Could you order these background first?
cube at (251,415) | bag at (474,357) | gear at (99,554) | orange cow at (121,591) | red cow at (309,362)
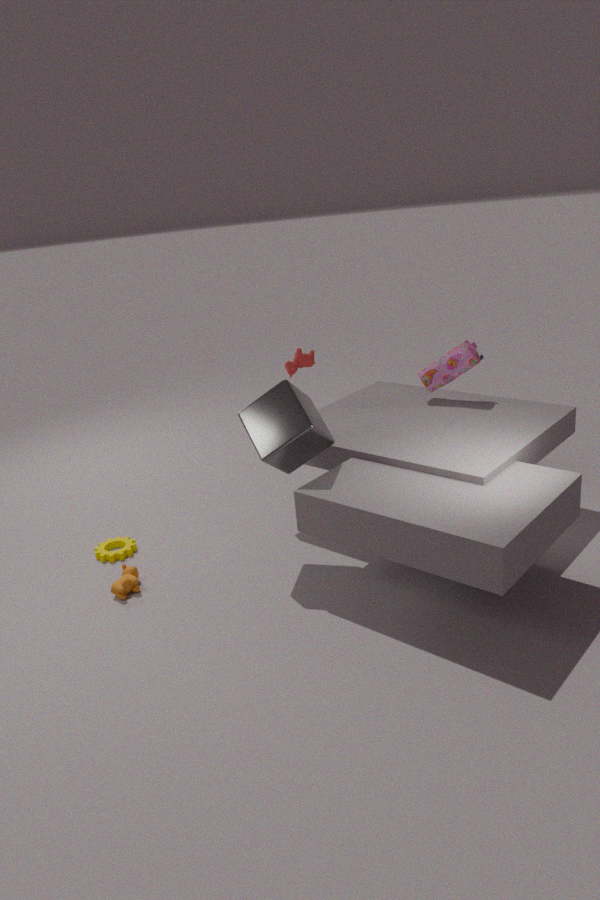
red cow at (309,362) < bag at (474,357) < gear at (99,554) < orange cow at (121,591) < cube at (251,415)
